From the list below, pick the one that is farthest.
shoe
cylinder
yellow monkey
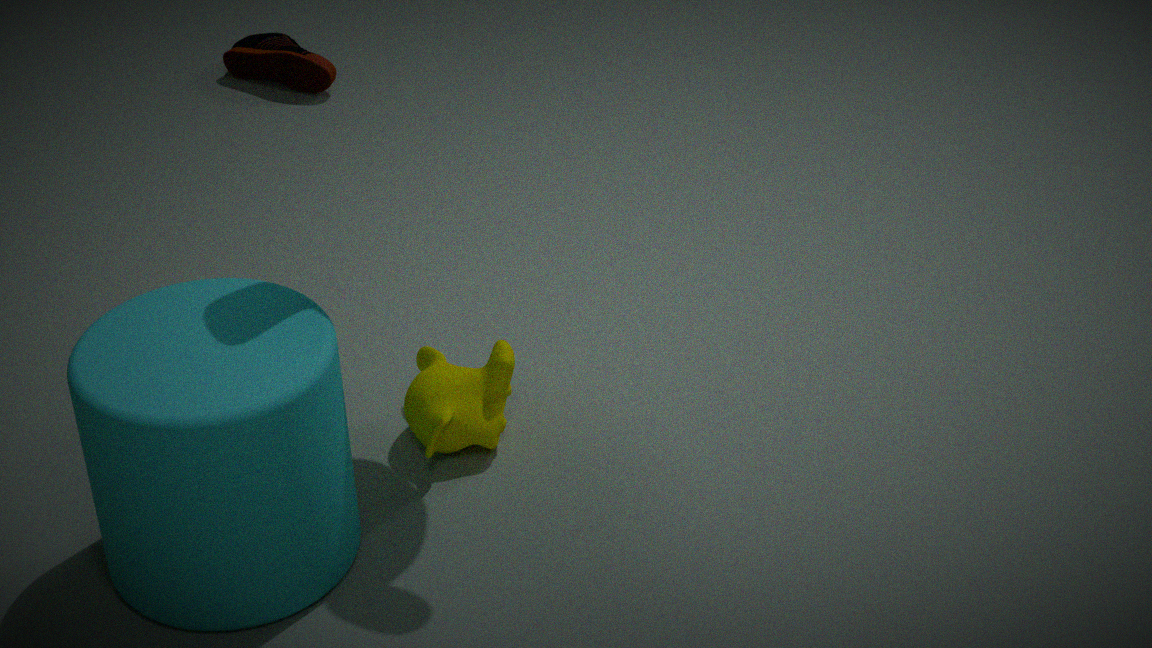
shoe
